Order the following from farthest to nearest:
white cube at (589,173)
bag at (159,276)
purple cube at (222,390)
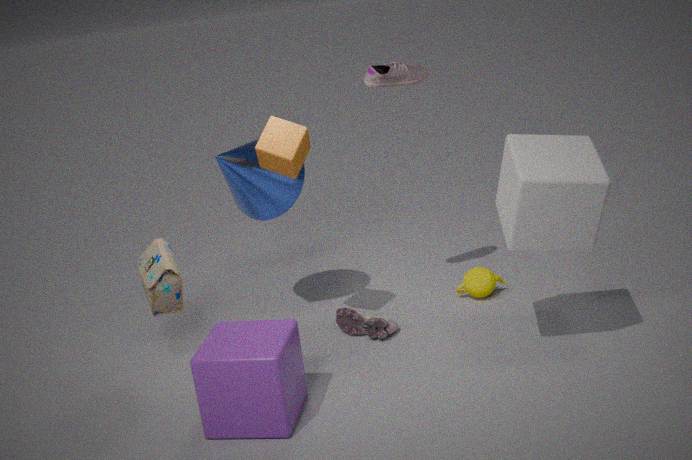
1. bag at (159,276)
2. white cube at (589,173)
3. purple cube at (222,390)
